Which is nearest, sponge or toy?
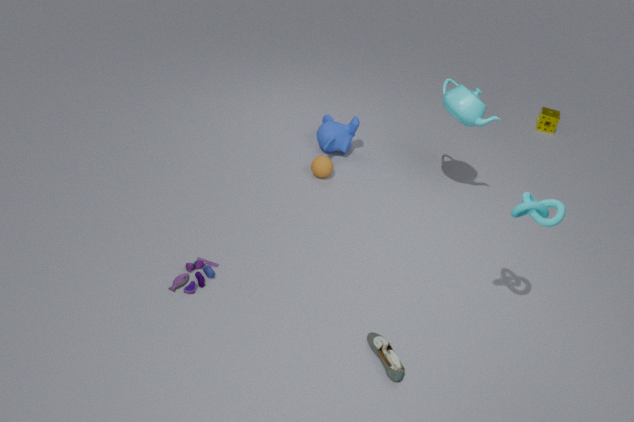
toy
